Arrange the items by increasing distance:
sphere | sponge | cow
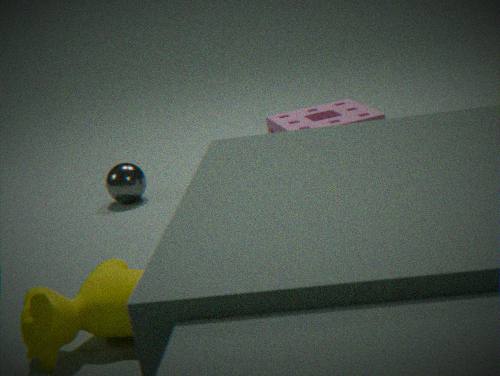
cow, sponge, sphere
